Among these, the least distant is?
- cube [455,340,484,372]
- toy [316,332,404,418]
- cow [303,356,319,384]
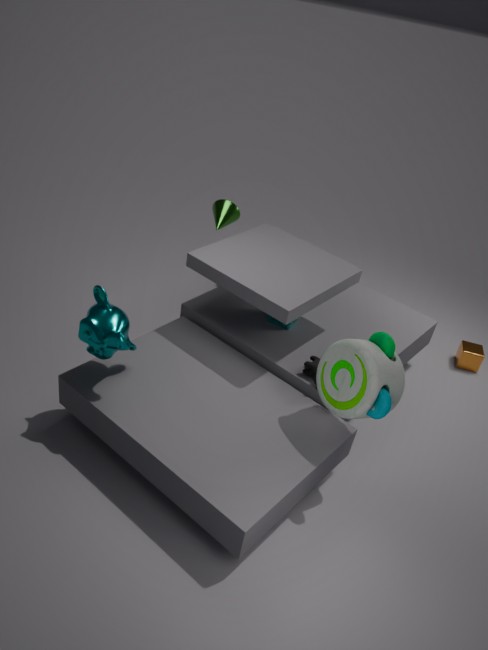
toy [316,332,404,418]
